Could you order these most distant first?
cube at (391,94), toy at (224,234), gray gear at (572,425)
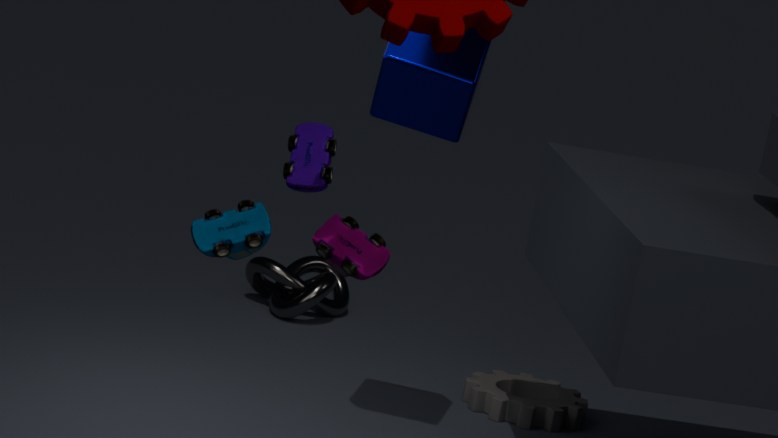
gray gear at (572,425) → cube at (391,94) → toy at (224,234)
